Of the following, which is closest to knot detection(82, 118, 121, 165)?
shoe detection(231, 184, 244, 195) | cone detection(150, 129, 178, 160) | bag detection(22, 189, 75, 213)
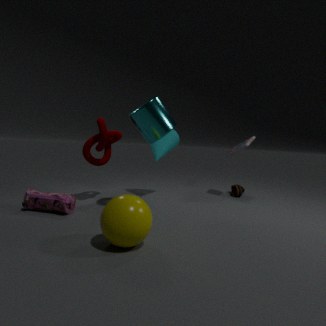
cone detection(150, 129, 178, 160)
